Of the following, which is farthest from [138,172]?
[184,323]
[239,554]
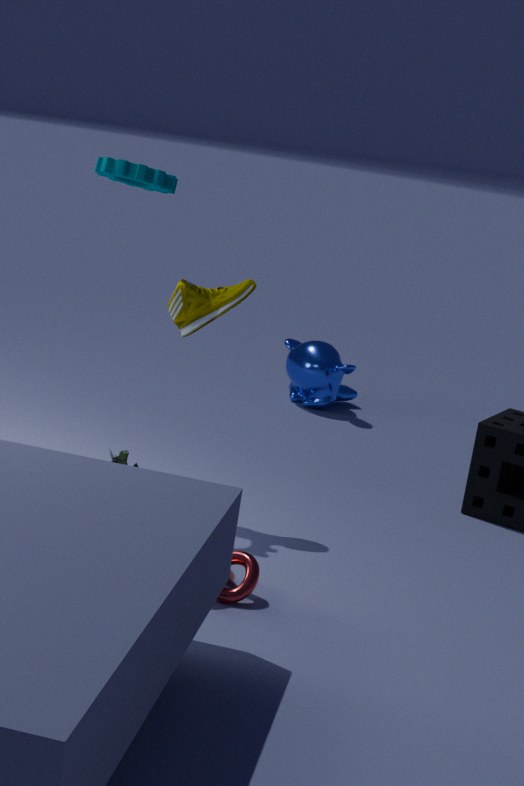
[239,554]
